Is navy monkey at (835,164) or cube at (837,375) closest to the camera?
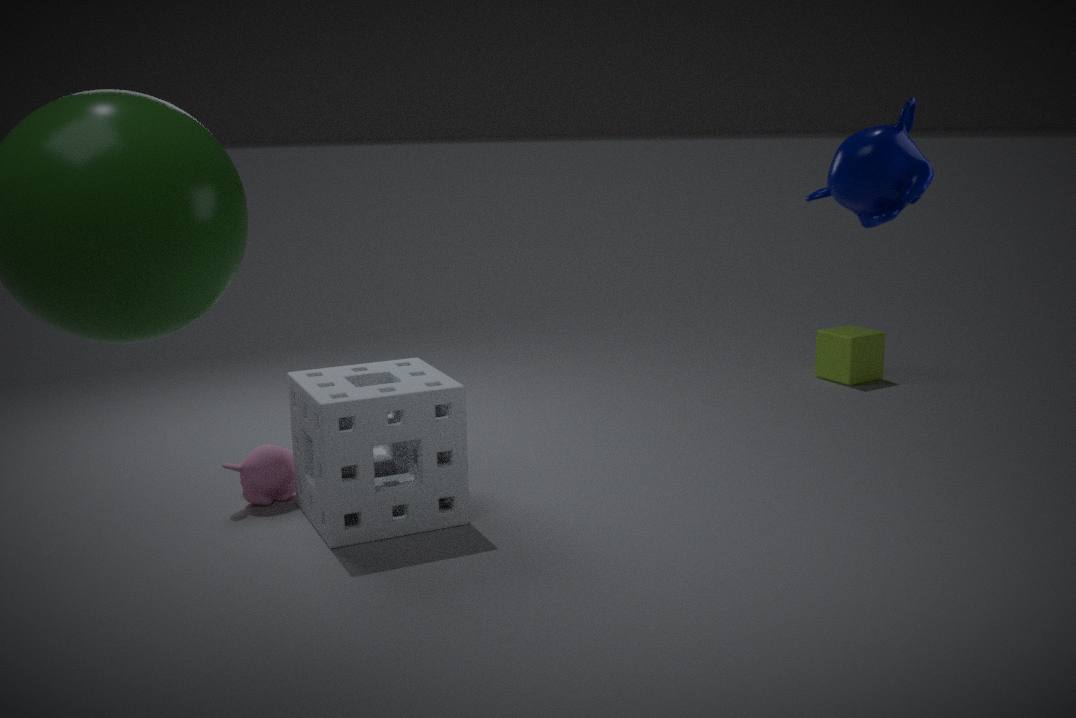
navy monkey at (835,164)
